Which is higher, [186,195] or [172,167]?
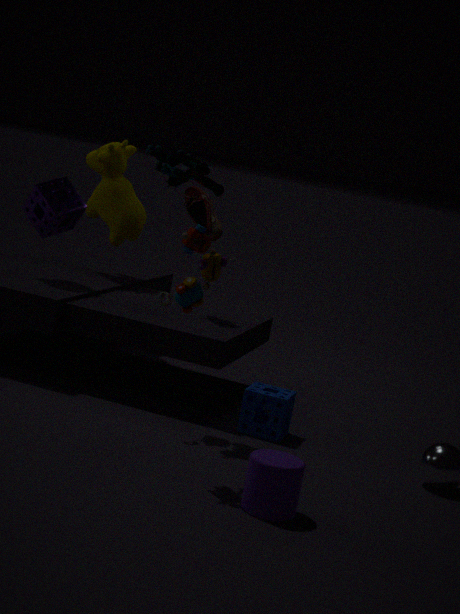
[172,167]
